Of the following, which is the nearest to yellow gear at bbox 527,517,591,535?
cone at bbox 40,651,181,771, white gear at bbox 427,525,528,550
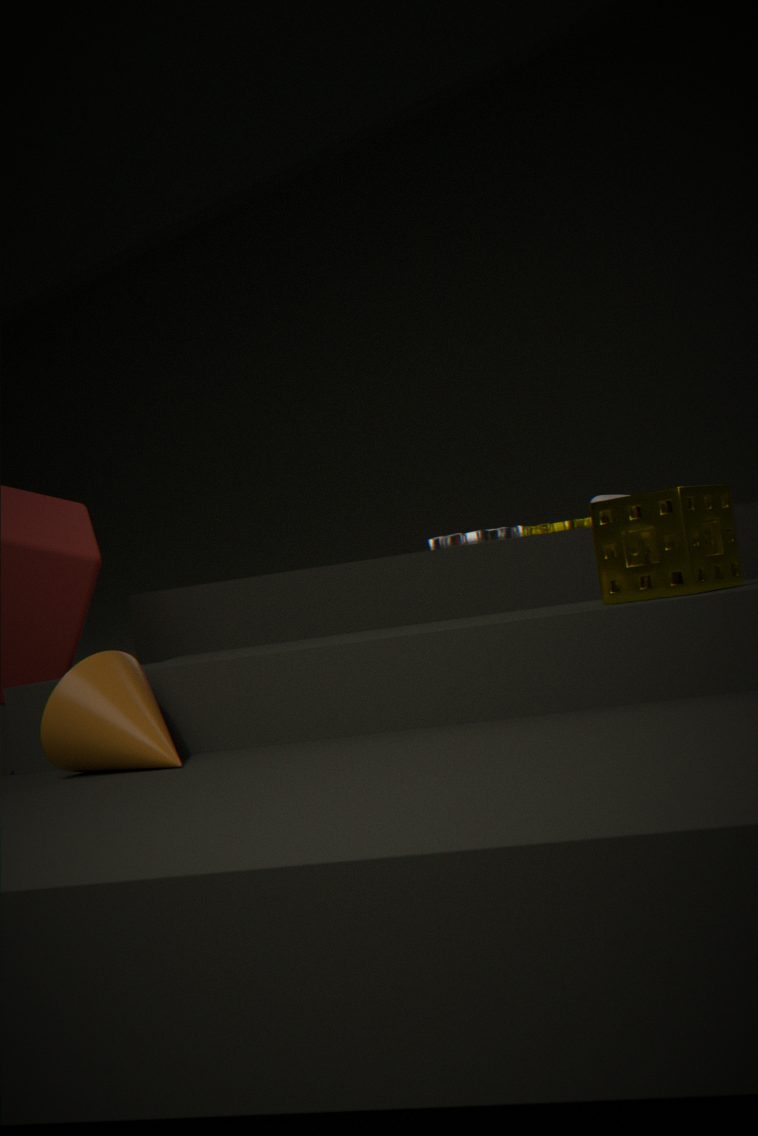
white gear at bbox 427,525,528,550
